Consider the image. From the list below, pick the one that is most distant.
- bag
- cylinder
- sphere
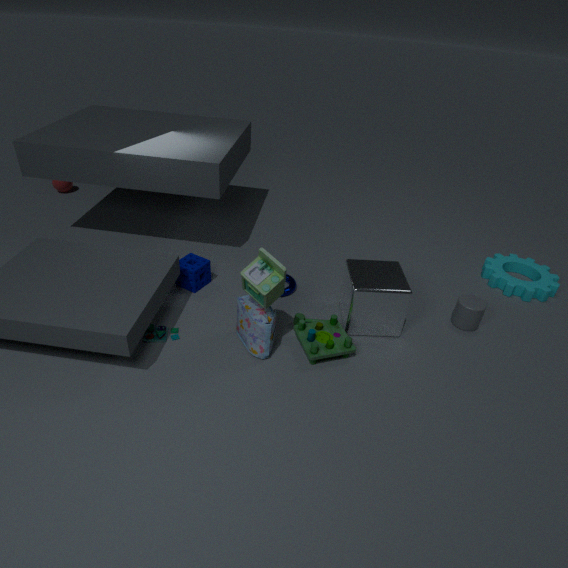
sphere
